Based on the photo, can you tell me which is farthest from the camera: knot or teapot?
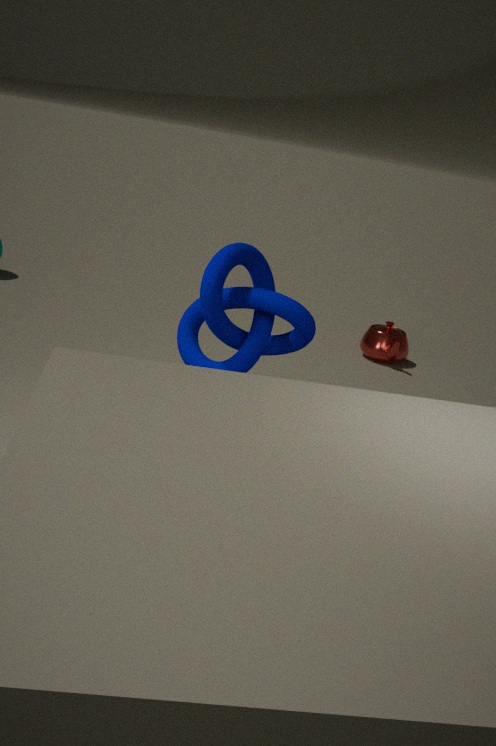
teapot
